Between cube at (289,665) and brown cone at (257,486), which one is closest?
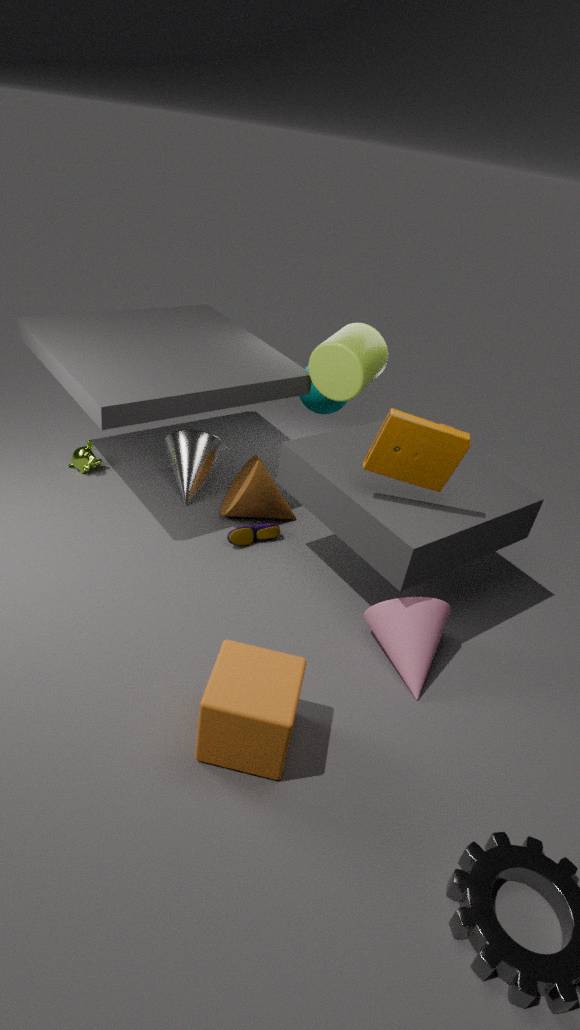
cube at (289,665)
